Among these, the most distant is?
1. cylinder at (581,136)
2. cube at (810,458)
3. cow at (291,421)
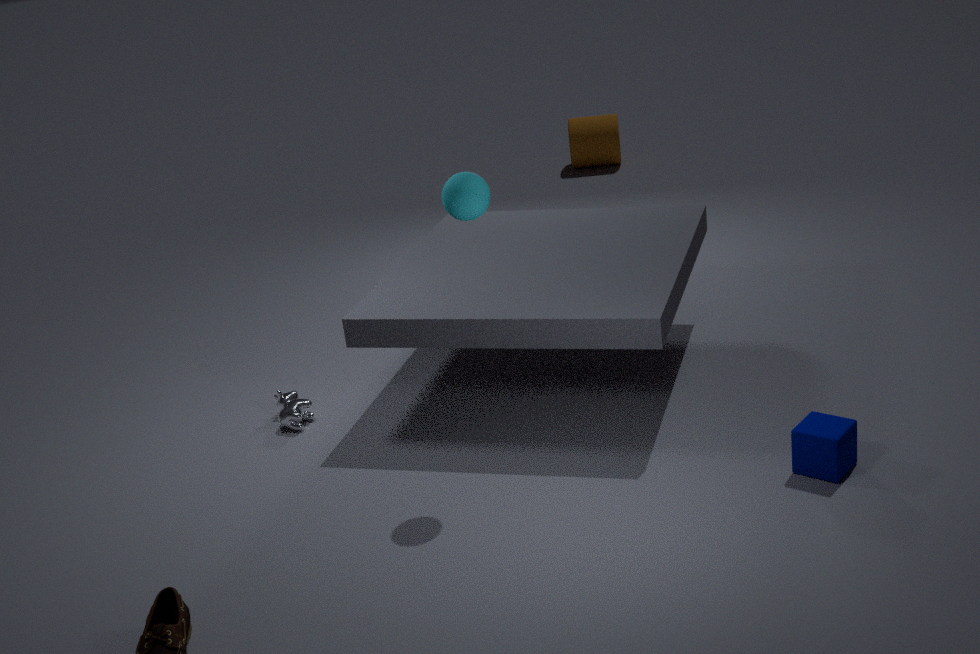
cylinder at (581,136)
